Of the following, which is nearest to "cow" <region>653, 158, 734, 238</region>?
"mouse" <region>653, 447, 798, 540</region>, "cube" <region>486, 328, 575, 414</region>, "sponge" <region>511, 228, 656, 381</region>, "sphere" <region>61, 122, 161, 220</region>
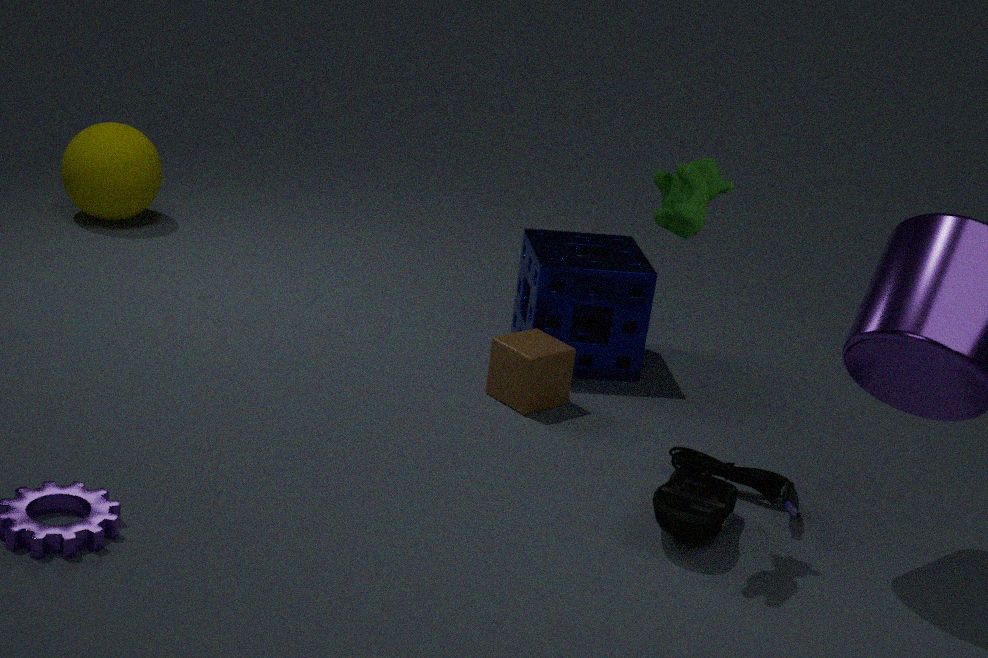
"mouse" <region>653, 447, 798, 540</region>
